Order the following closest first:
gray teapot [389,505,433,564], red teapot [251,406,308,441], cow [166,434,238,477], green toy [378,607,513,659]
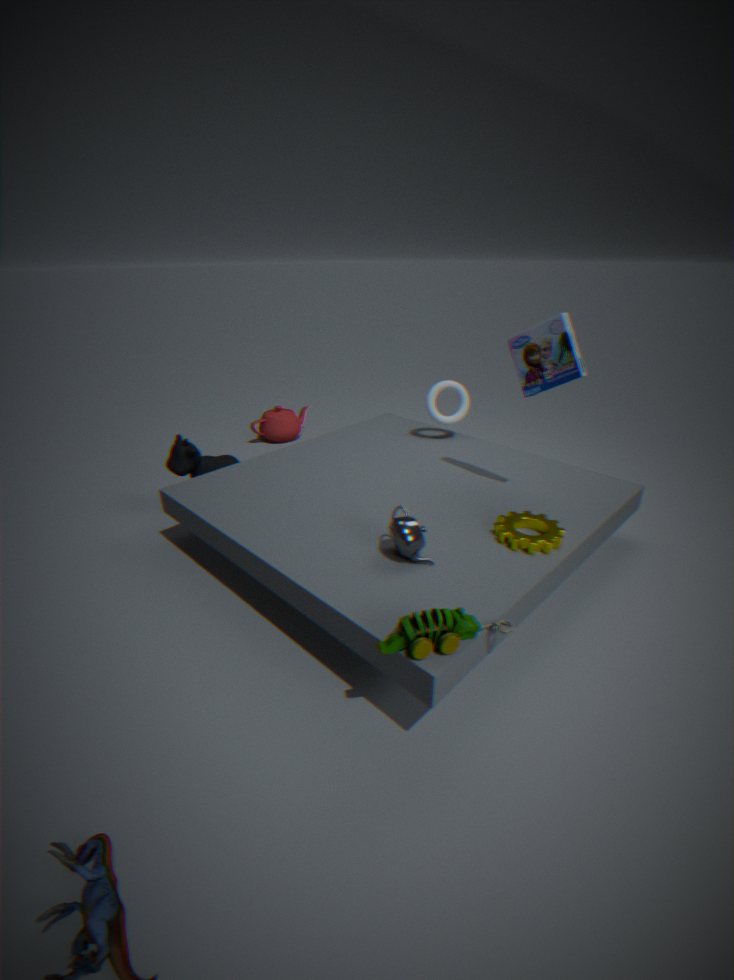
green toy [378,607,513,659] < gray teapot [389,505,433,564] < cow [166,434,238,477] < red teapot [251,406,308,441]
